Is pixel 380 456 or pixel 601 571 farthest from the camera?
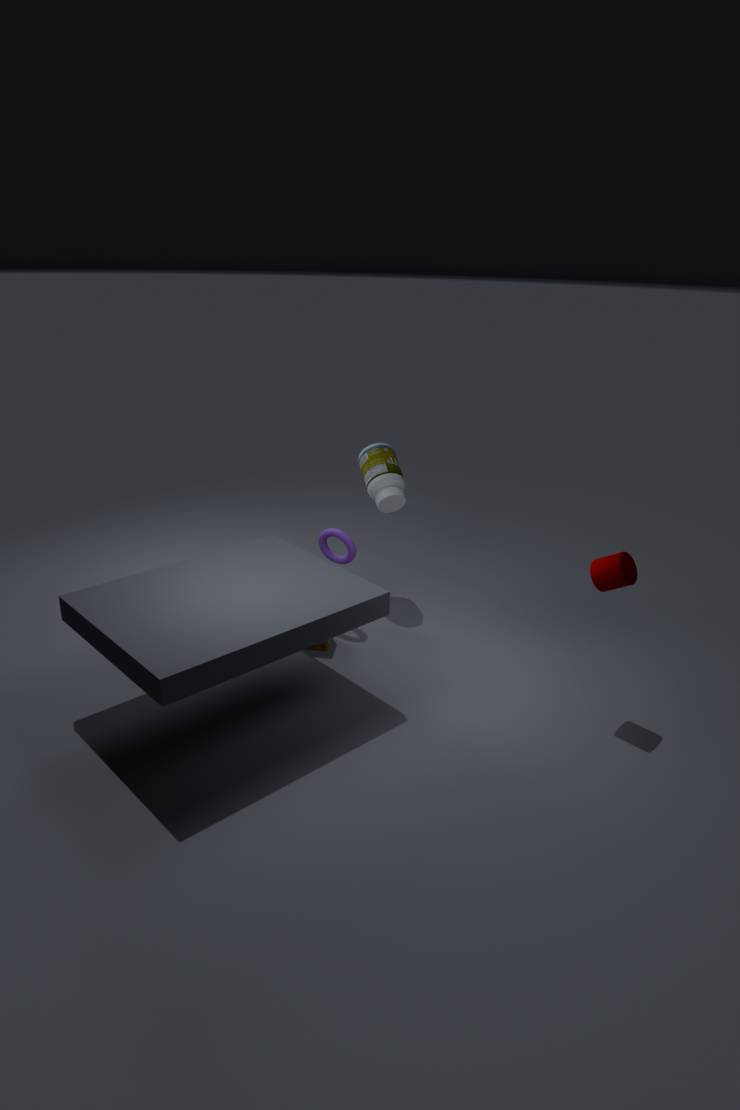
pixel 380 456
